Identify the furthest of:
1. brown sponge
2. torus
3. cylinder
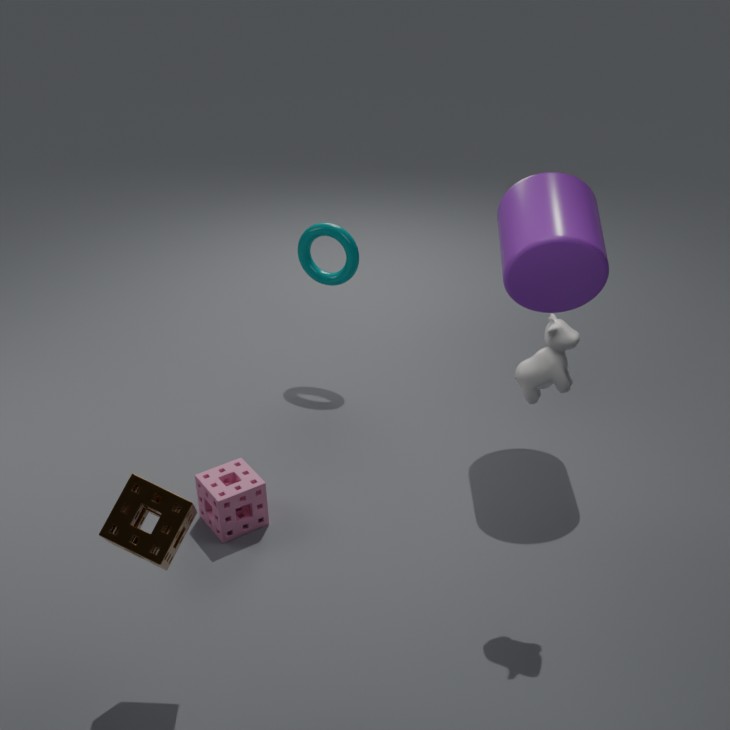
torus
